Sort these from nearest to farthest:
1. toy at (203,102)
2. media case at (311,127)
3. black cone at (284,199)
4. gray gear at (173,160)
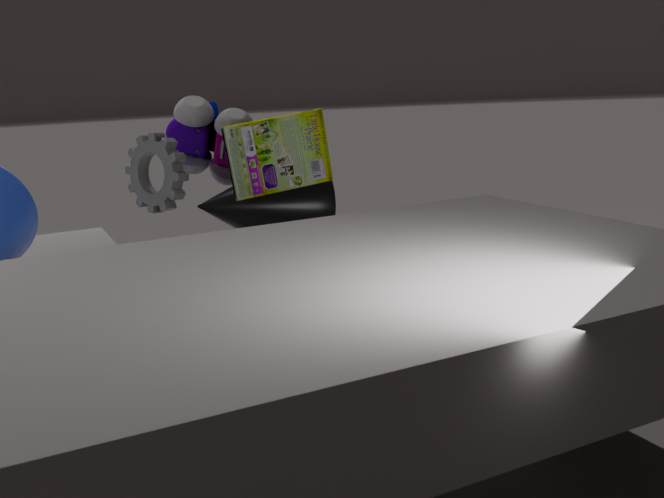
media case at (311,127) → gray gear at (173,160) → black cone at (284,199) → toy at (203,102)
